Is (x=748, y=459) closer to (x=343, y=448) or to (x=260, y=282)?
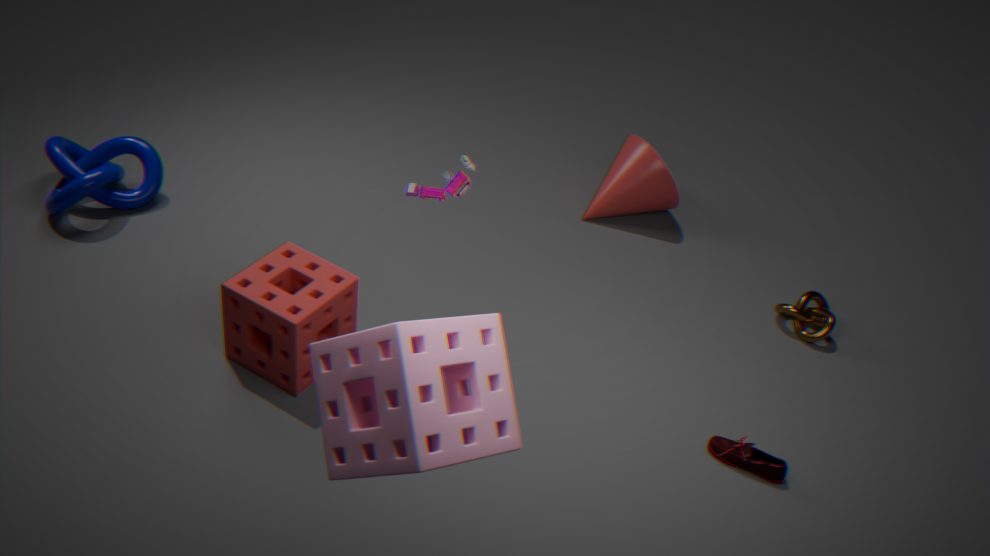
(x=343, y=448)
